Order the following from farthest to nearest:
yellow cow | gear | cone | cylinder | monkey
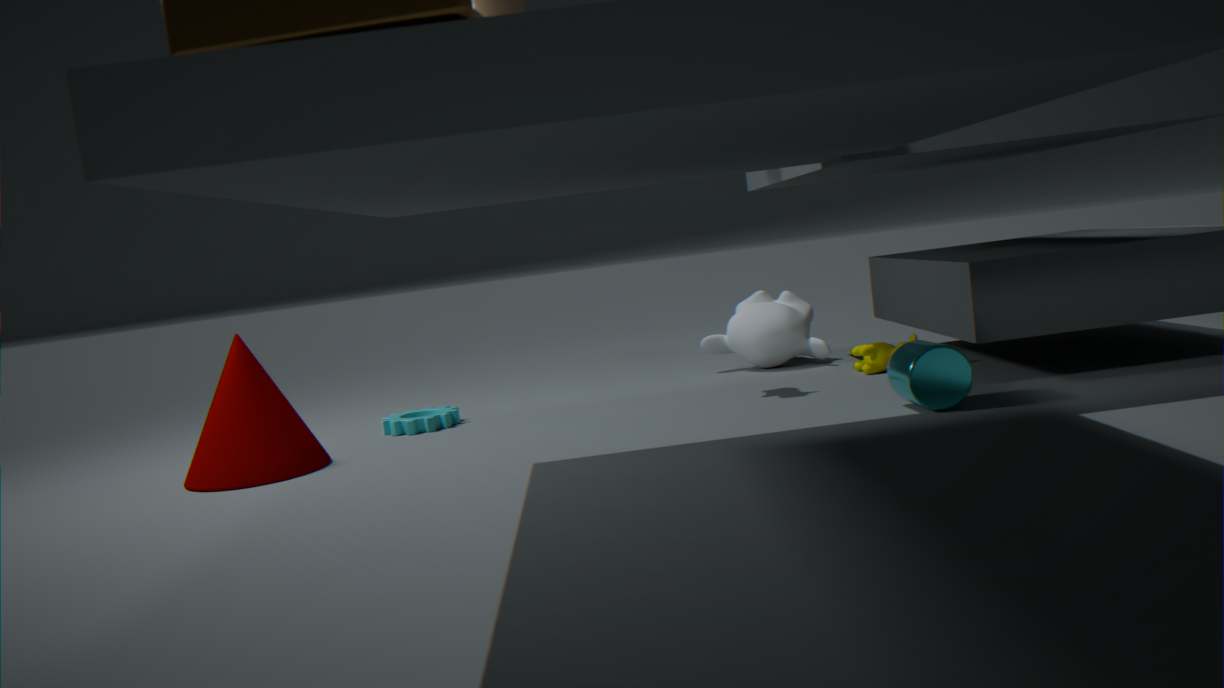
monkey < yellow cow < gear < cone < cylinder
